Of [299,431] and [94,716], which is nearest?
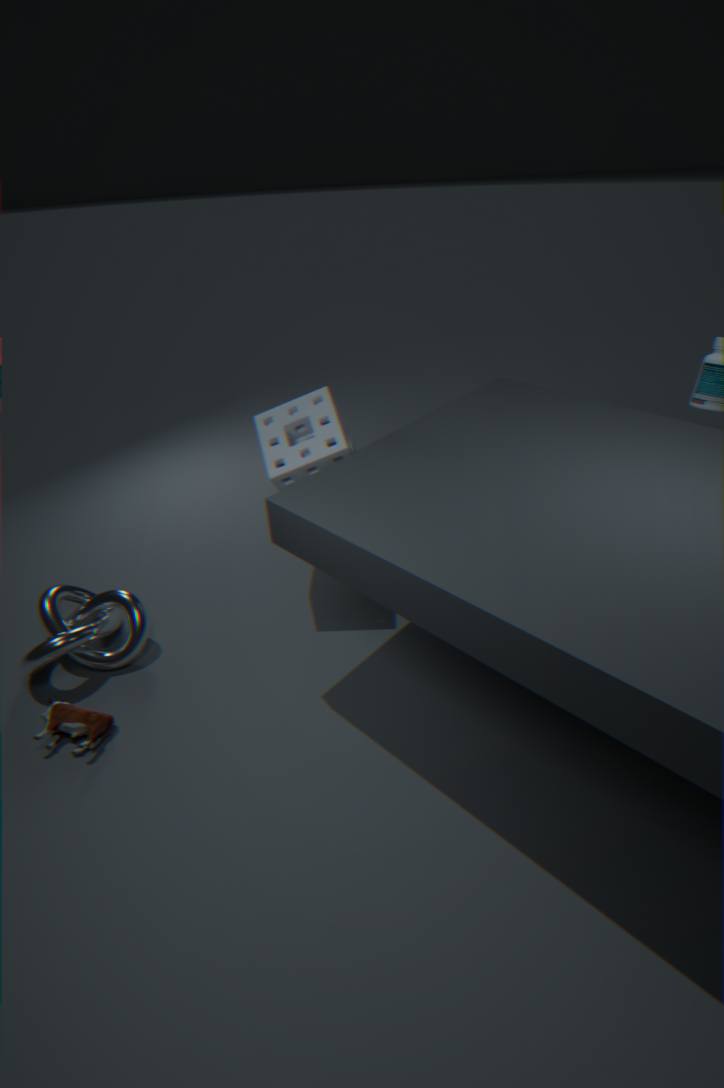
[94,716]
